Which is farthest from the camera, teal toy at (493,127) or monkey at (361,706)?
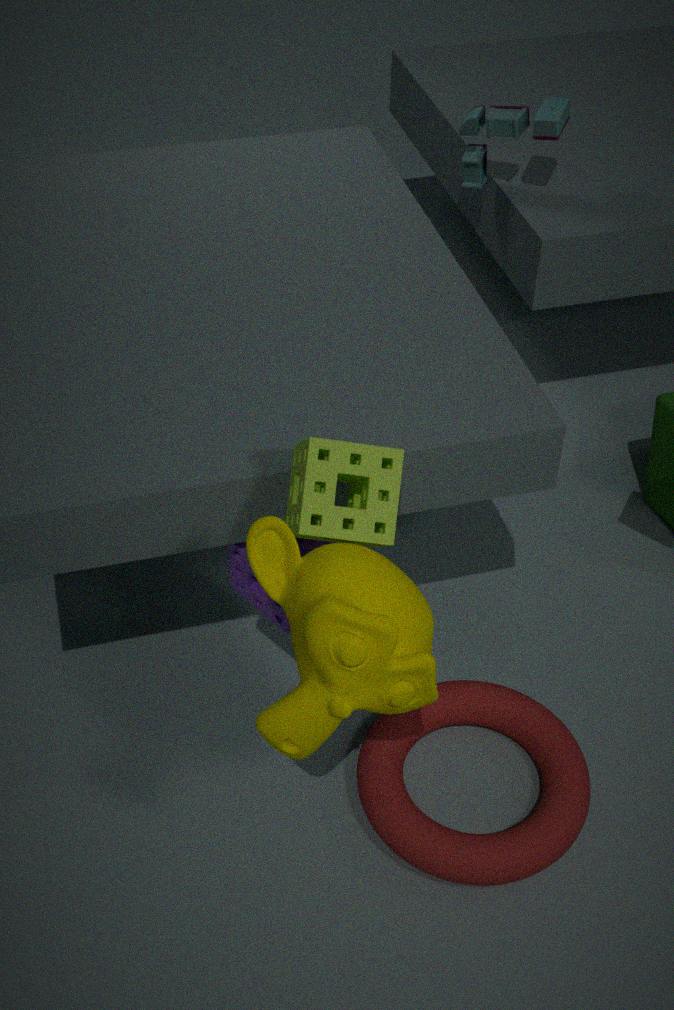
teal toy at (493,127)
